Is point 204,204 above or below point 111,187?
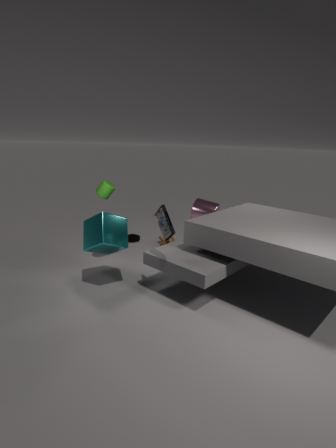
below
